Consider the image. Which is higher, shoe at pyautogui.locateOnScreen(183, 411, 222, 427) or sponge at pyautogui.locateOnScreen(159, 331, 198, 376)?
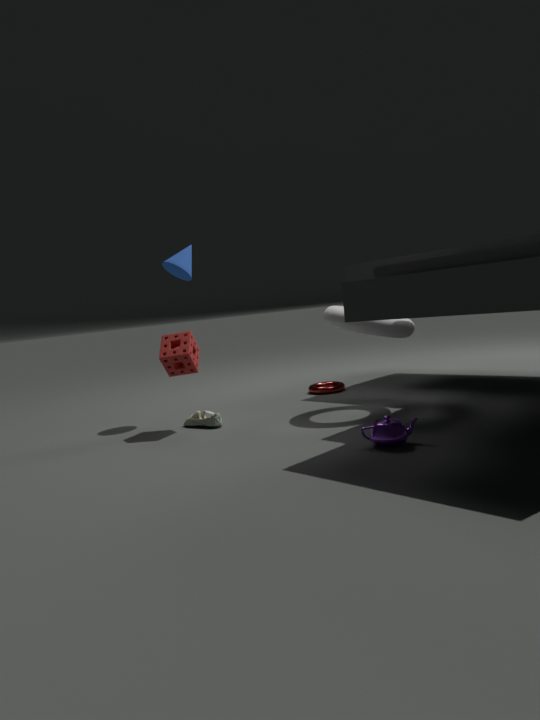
sponge at pyautogui.locateOnScreen(159, 331, 198, 376)
